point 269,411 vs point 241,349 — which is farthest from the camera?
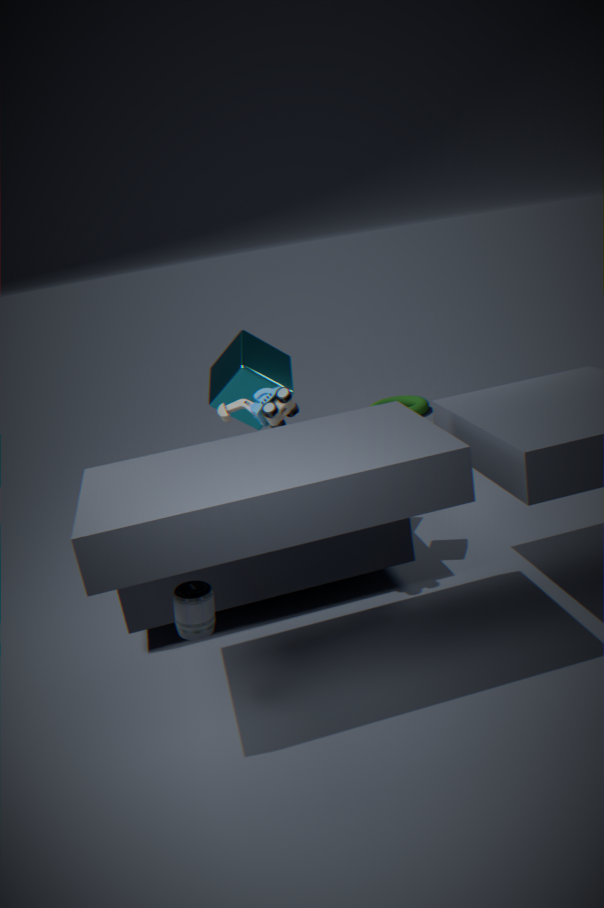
point 241,349
